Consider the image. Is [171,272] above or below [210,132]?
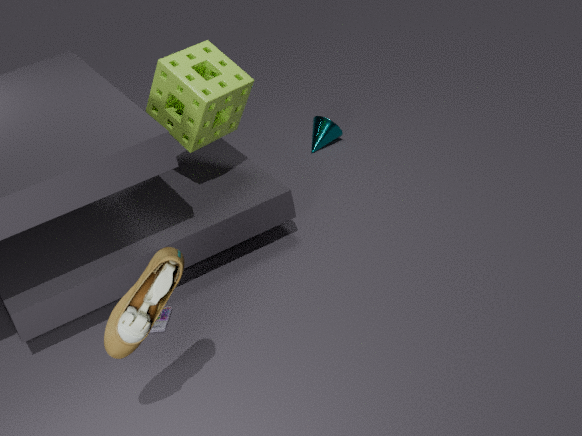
below
